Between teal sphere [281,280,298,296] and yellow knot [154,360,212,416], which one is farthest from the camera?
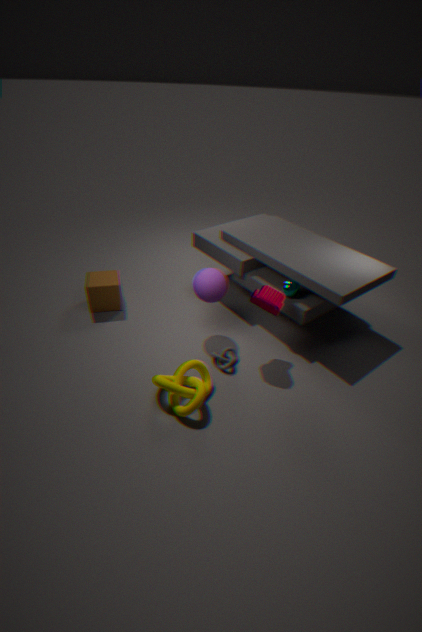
teal sphere [281,280,298,296]
